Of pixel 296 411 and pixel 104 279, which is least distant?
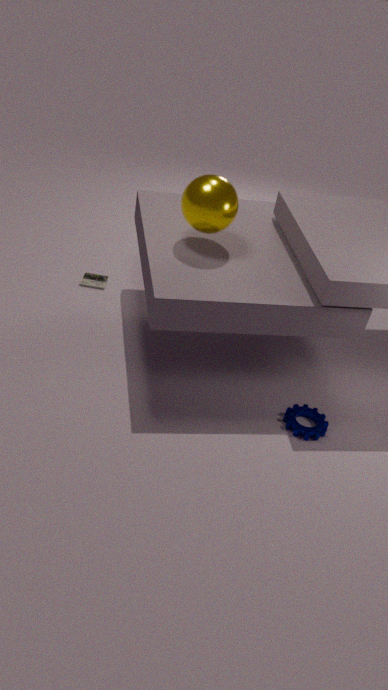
pixel 296 411
